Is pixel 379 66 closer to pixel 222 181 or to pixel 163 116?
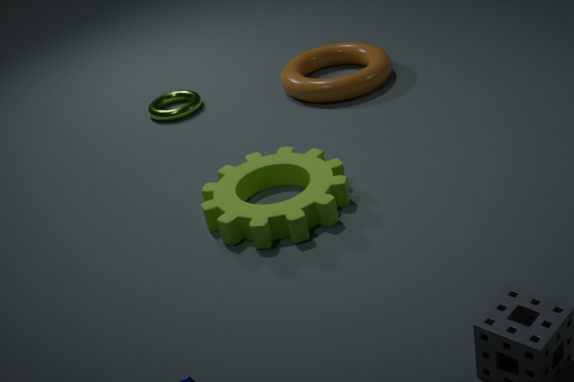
pixel 163 116
